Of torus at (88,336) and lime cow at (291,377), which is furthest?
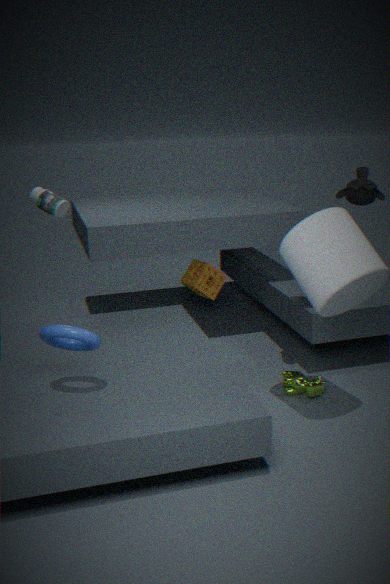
lime cow at (291,377)
